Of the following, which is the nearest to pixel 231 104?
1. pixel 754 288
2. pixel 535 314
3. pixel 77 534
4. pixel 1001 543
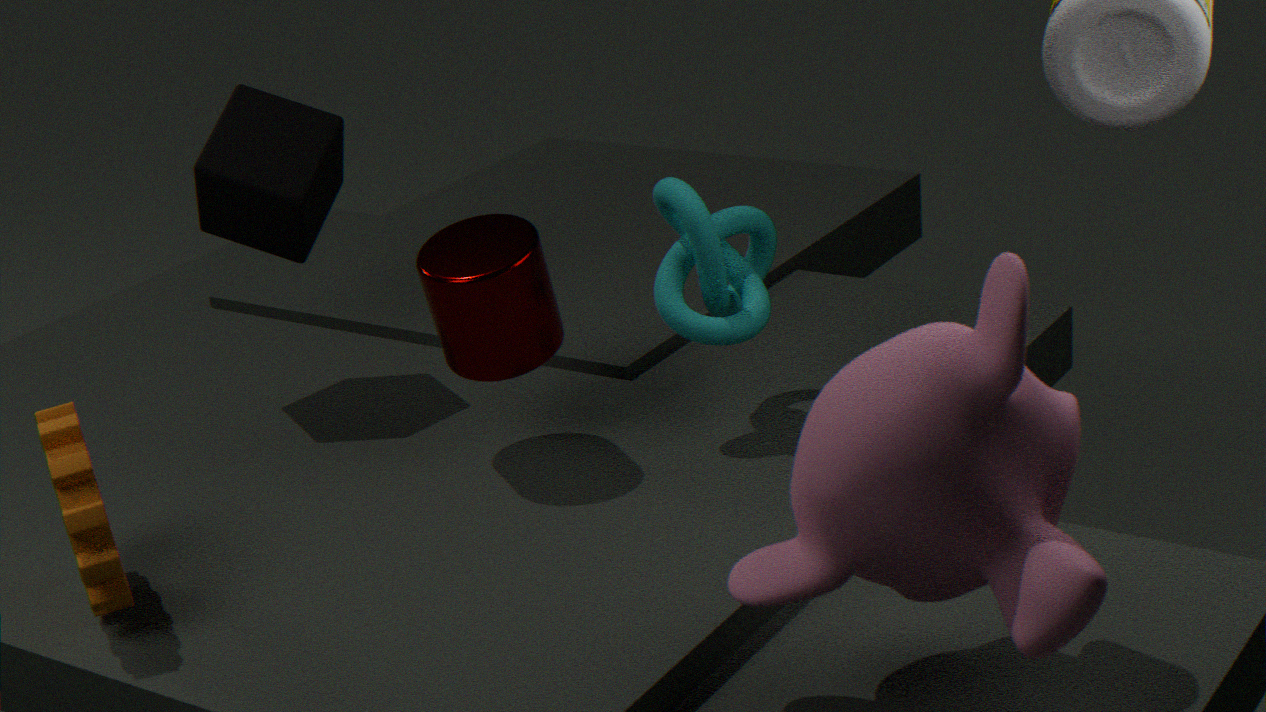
pixel 535 314
